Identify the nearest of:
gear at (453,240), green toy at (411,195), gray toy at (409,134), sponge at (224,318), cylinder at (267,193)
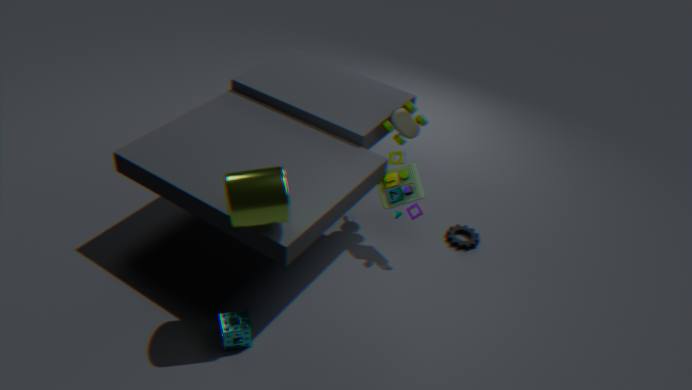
cylinder at (267,193)
